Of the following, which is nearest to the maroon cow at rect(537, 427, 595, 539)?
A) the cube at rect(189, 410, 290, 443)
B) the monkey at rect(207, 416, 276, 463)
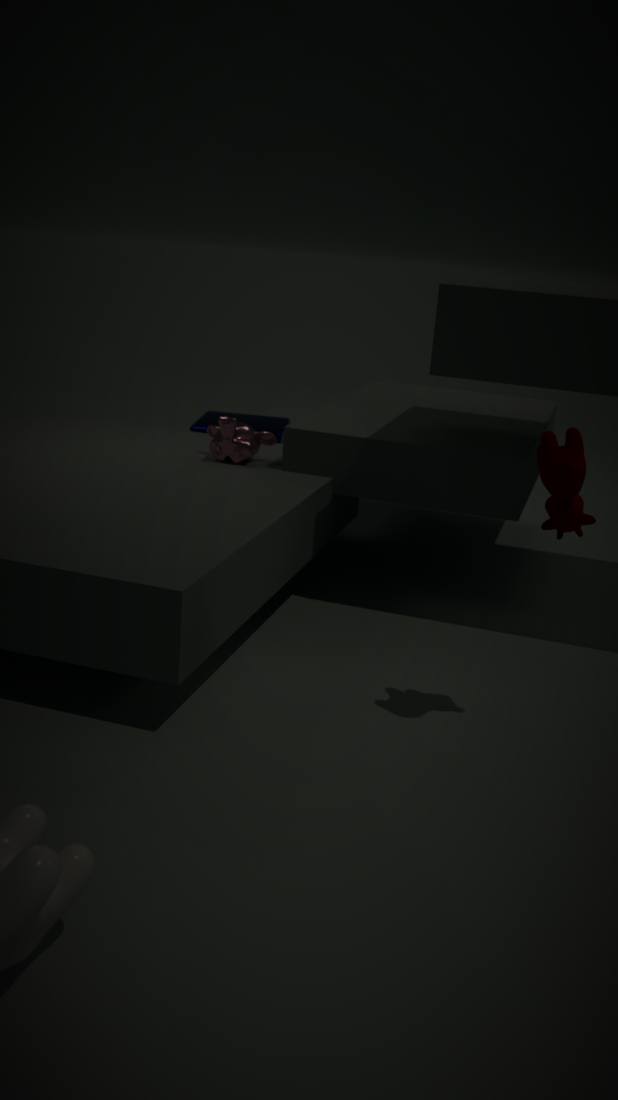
the monkey at rect(207, 416, 276, 463)
